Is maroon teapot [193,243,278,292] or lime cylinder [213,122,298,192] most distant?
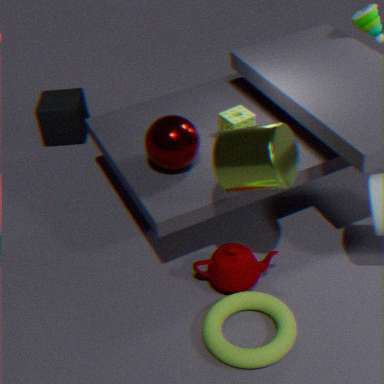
maroon teapot [193,243,278,292]
